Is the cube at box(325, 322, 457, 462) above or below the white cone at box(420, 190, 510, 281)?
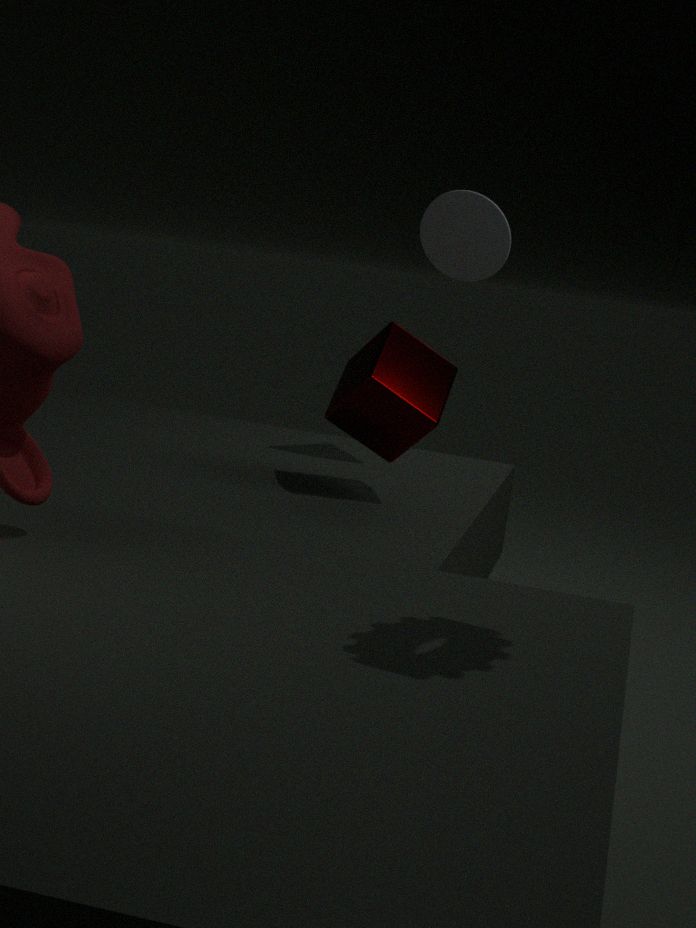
below
